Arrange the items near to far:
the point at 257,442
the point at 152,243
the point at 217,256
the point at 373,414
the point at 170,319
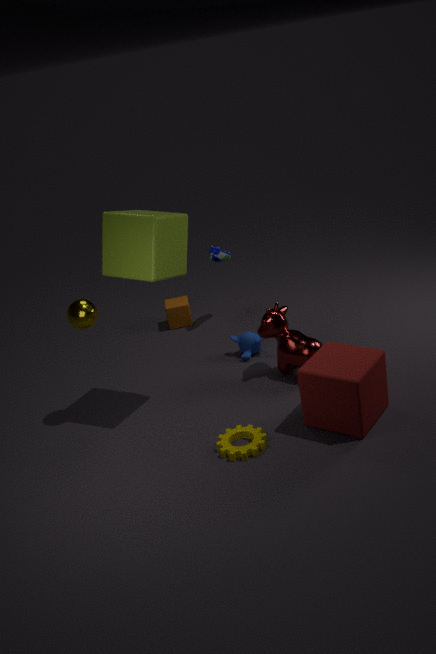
the point at 257,442
the point at 373,414
the point at 152,243
the point at 217,256
the point at 170,319
